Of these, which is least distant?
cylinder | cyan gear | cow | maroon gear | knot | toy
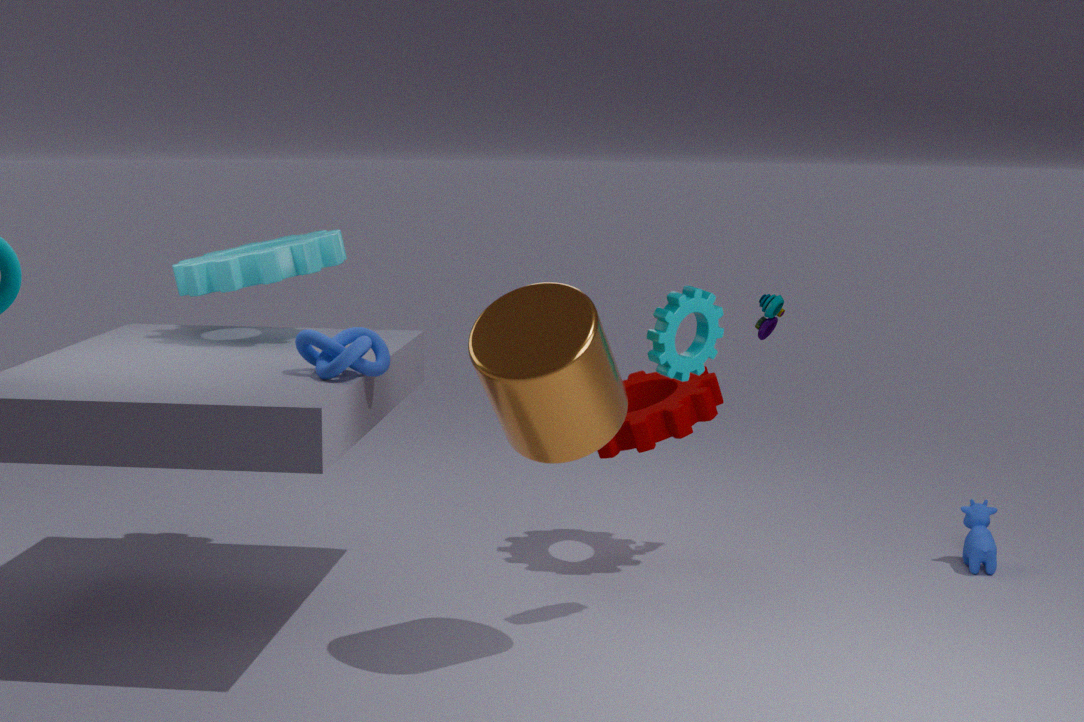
cylinder
